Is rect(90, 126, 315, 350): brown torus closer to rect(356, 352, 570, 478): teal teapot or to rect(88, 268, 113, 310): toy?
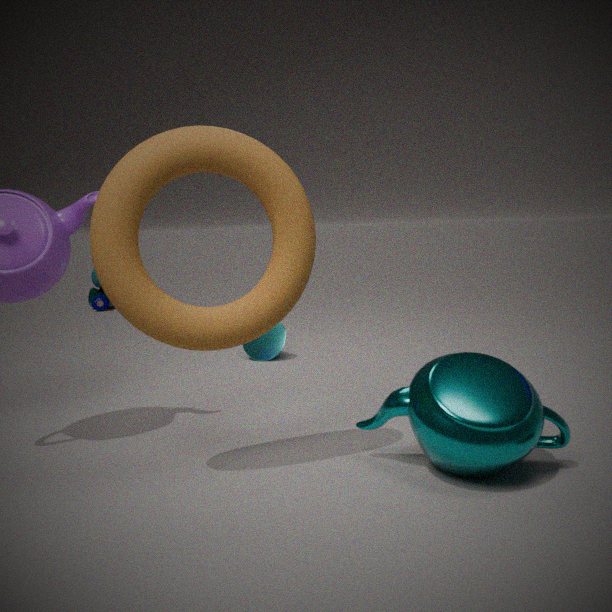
rect(356, 352, 570, 478): teal teapot
